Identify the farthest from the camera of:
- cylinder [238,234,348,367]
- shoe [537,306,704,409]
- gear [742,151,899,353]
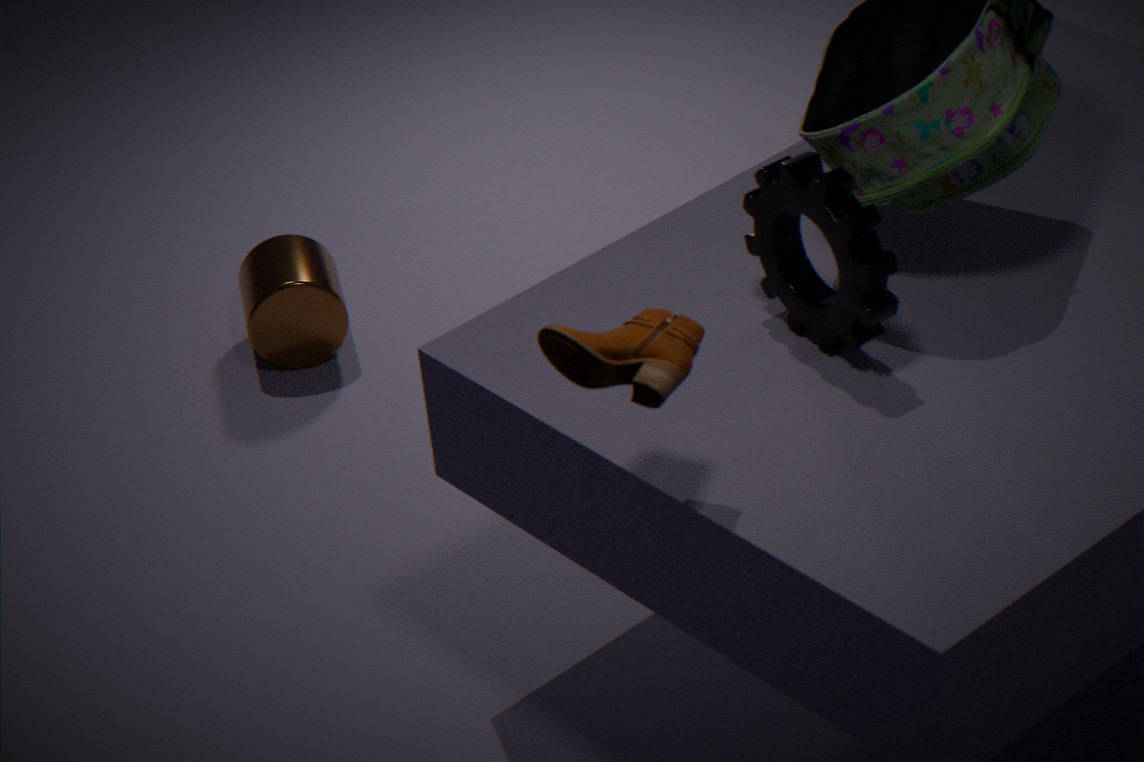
cylinder [238,234,348,367]
